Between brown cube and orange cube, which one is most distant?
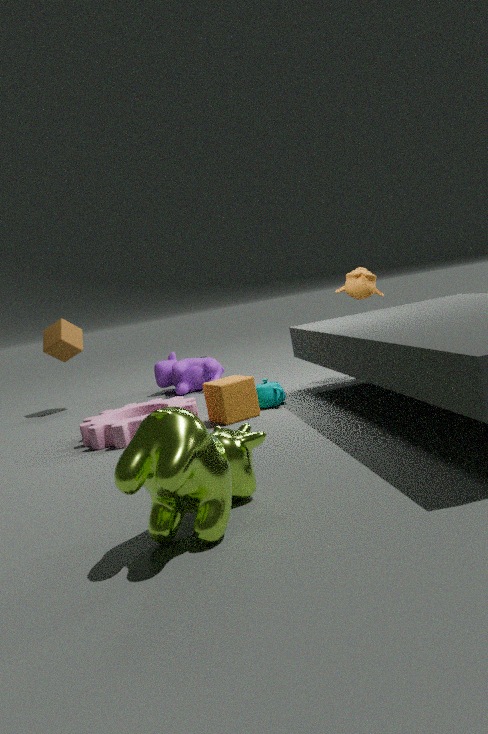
brown cube
